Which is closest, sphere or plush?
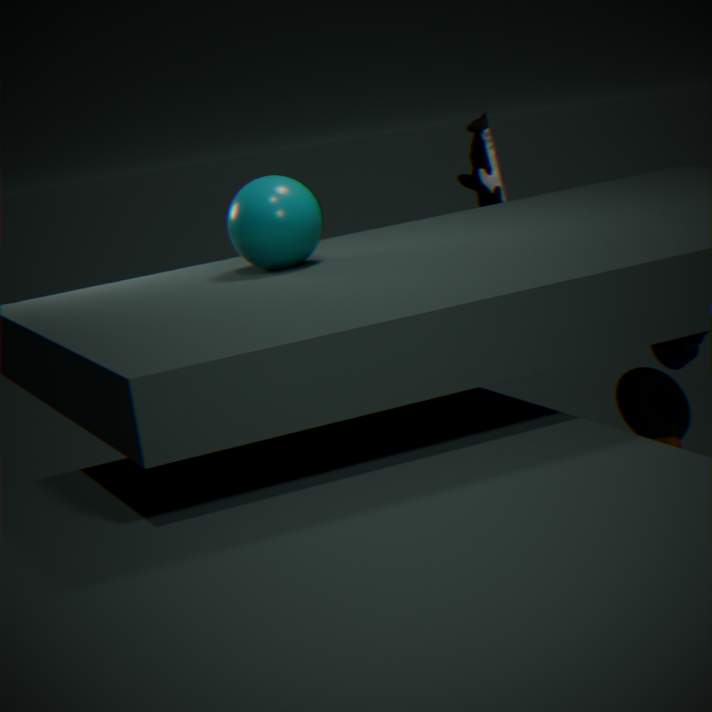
sphere
